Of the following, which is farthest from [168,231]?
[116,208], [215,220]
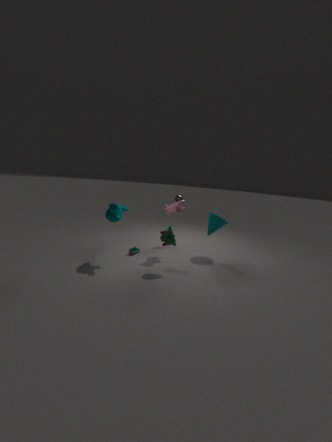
[215,220]
